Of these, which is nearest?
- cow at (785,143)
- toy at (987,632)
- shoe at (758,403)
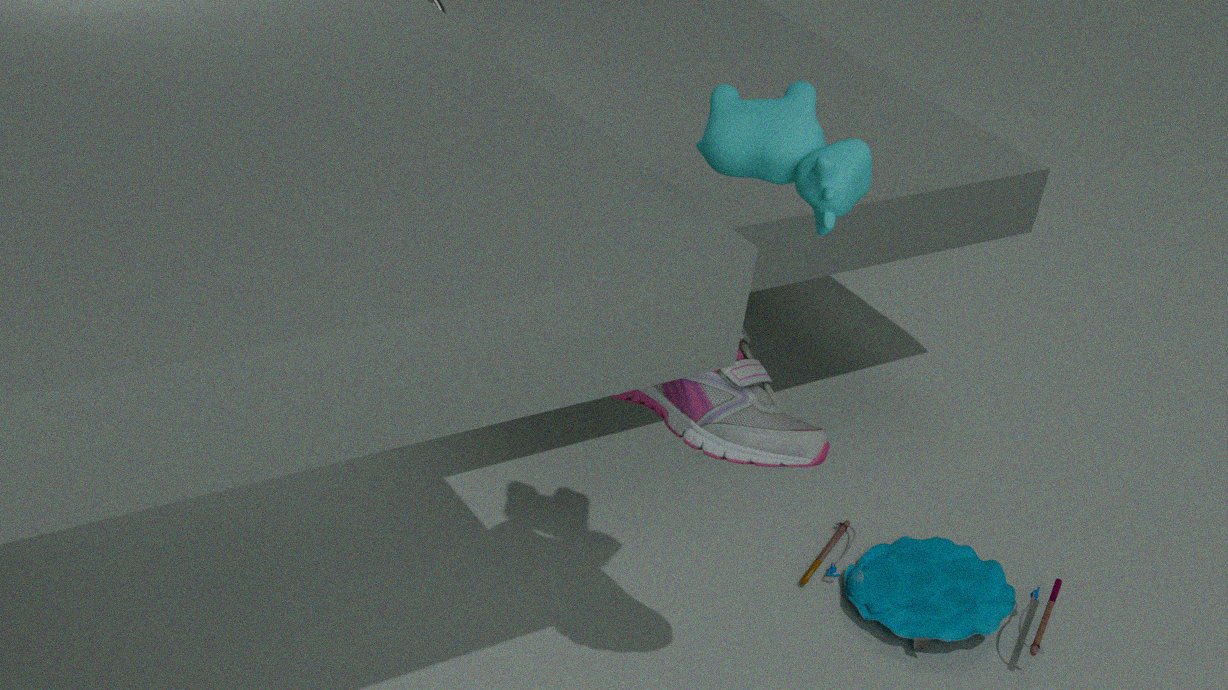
cow at (785,143)
